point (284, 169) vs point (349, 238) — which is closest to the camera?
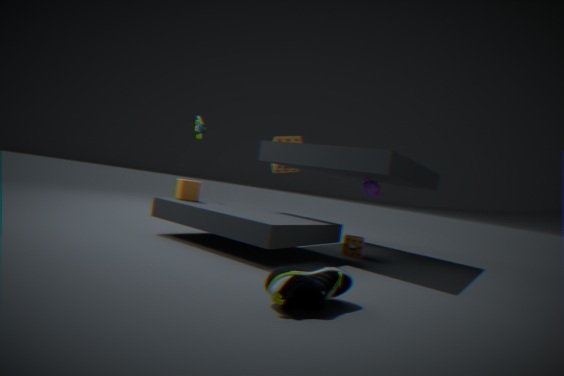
point (349, 238)
